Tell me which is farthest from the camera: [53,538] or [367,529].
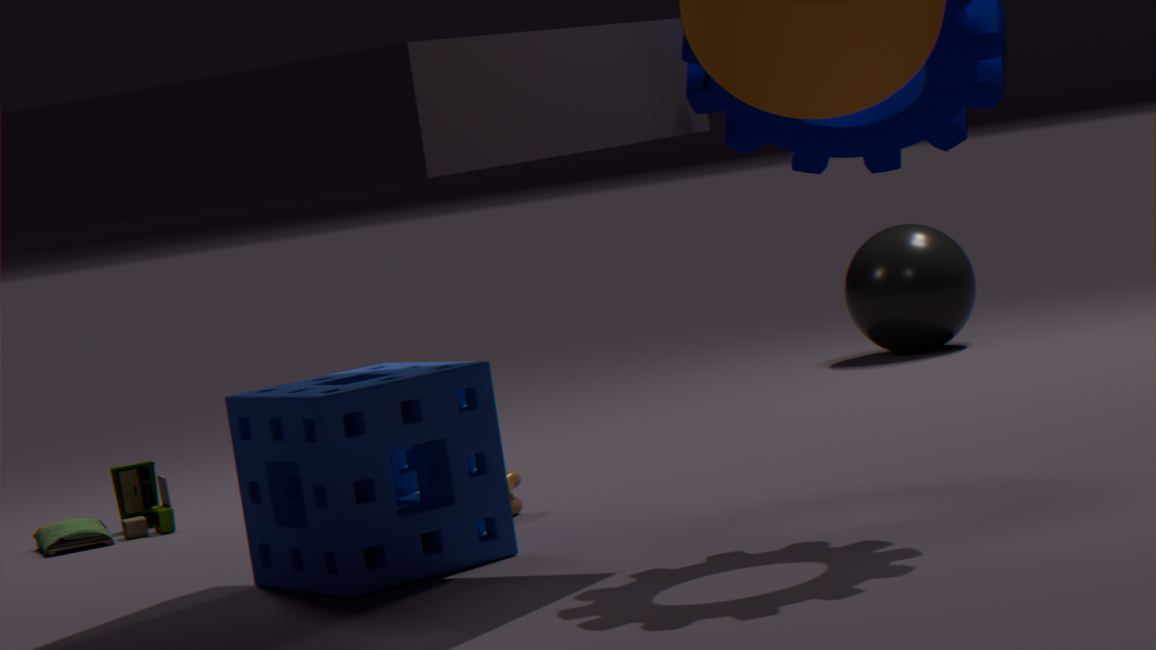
[53,538]
